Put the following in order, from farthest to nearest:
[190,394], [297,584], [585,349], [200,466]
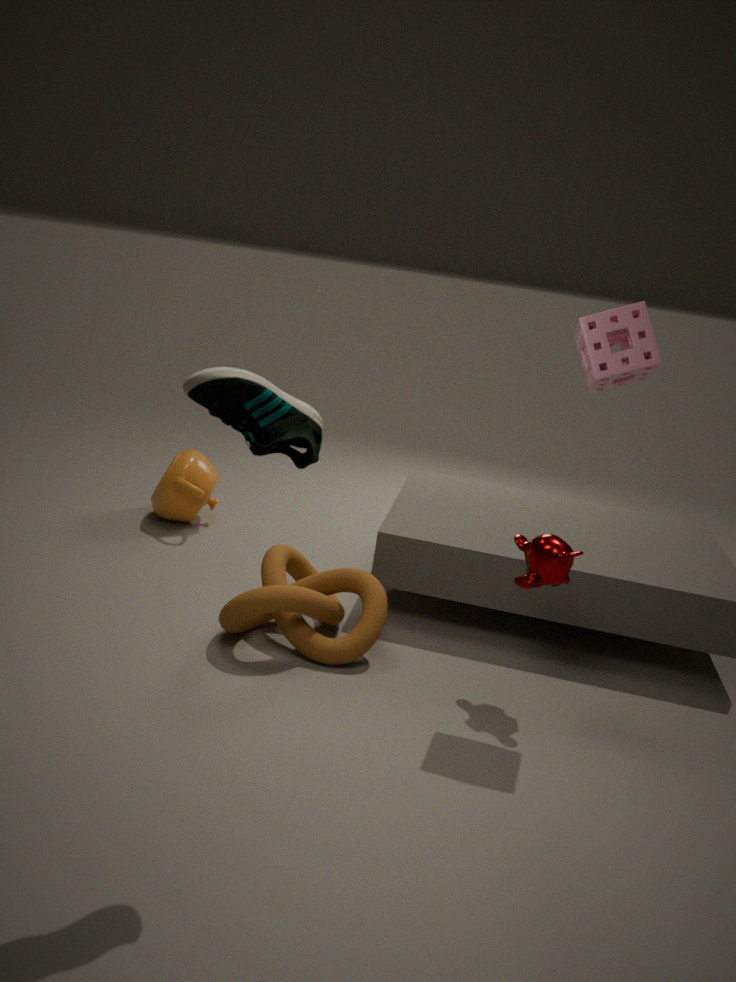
[200,466]
[297,584]
[585,349]
[190,394]
